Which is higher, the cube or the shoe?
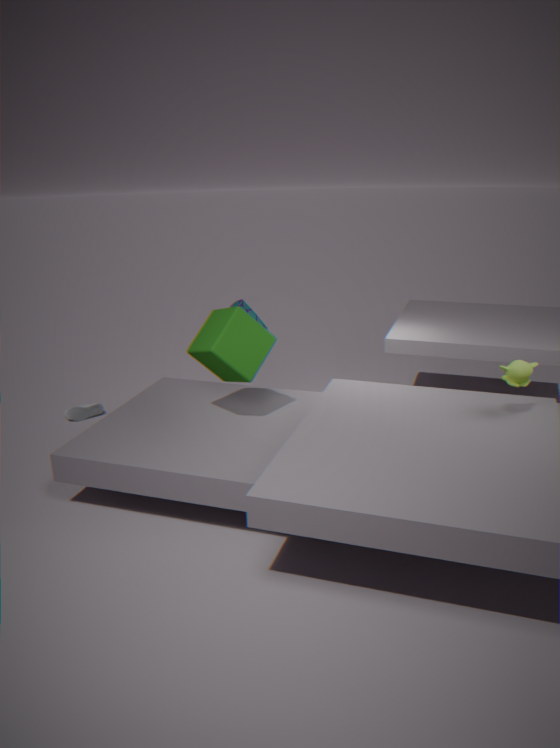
the cube
